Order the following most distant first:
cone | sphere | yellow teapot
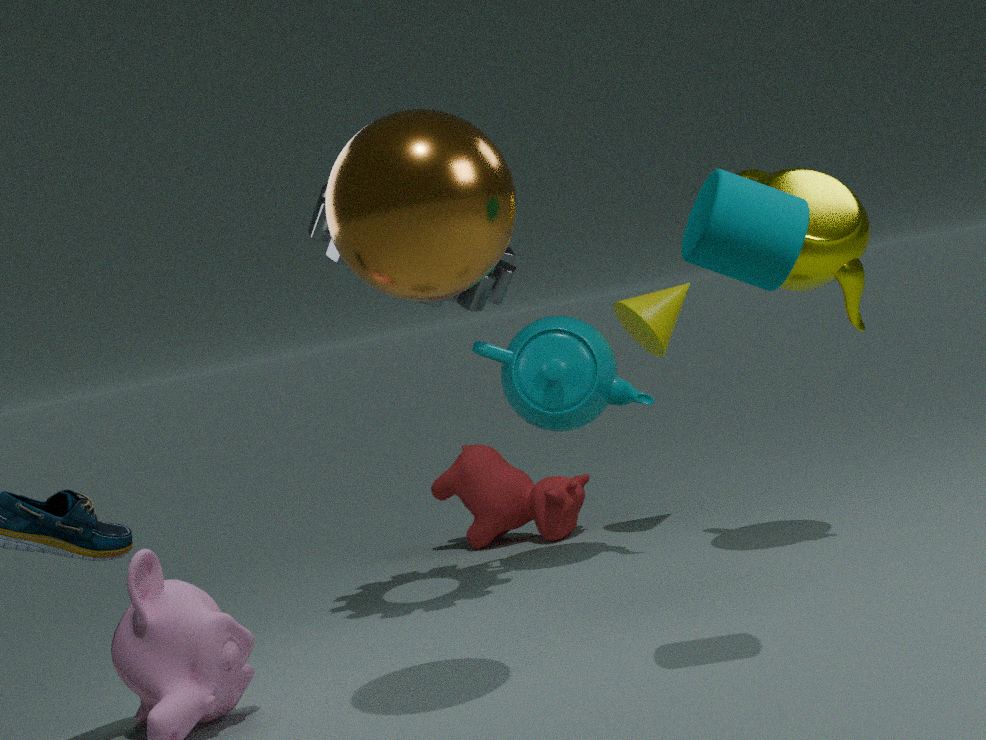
cone → yellow teapot → sphere
